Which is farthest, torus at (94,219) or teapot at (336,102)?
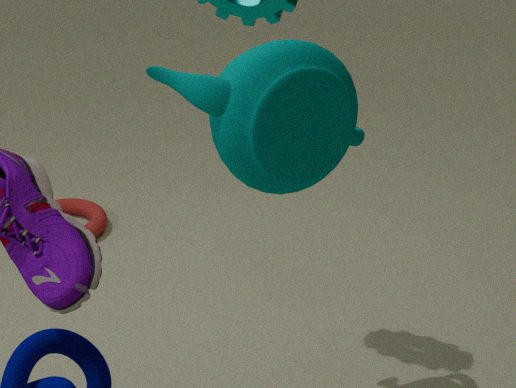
torus at (94,219)
